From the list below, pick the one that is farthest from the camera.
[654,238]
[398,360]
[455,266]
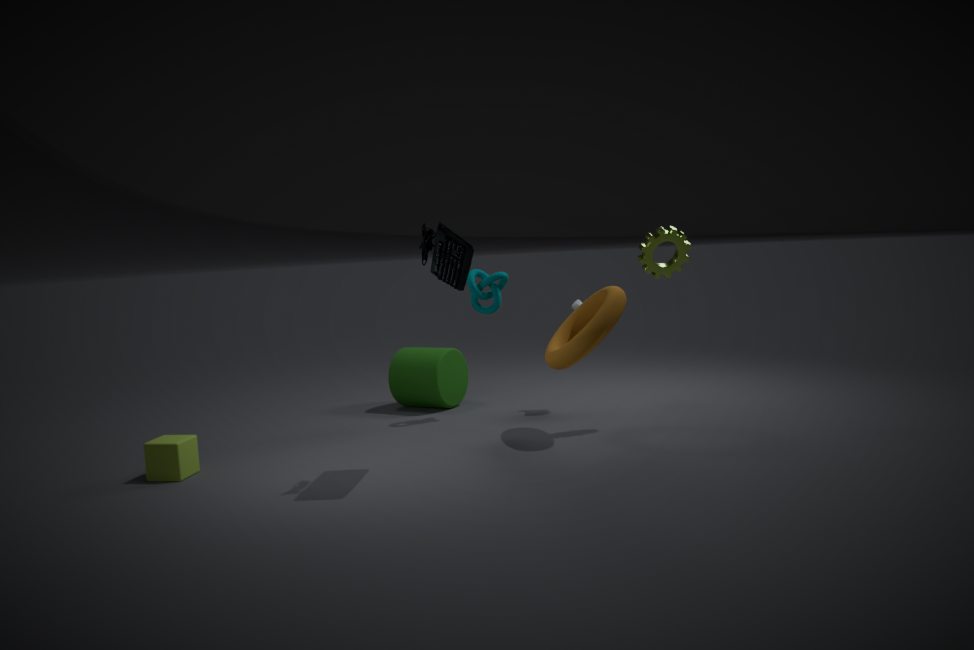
[398,360]
